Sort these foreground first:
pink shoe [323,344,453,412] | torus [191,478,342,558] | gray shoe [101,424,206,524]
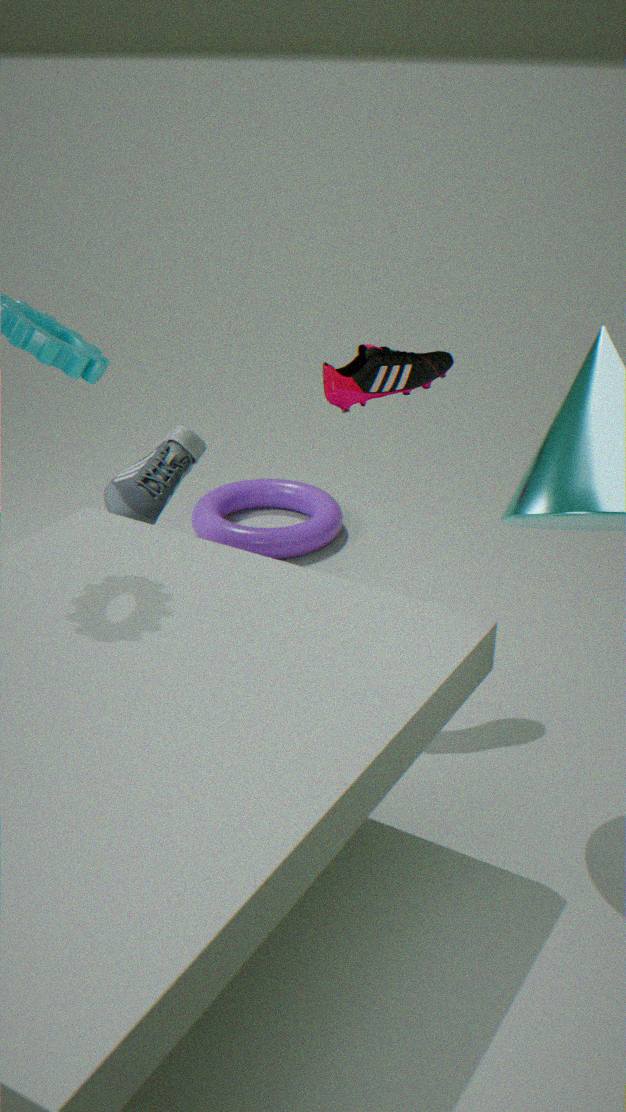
pink shoe [323,344,453,412]
gray shoe [101,424,206,524]
torus [191,478,342,558]
